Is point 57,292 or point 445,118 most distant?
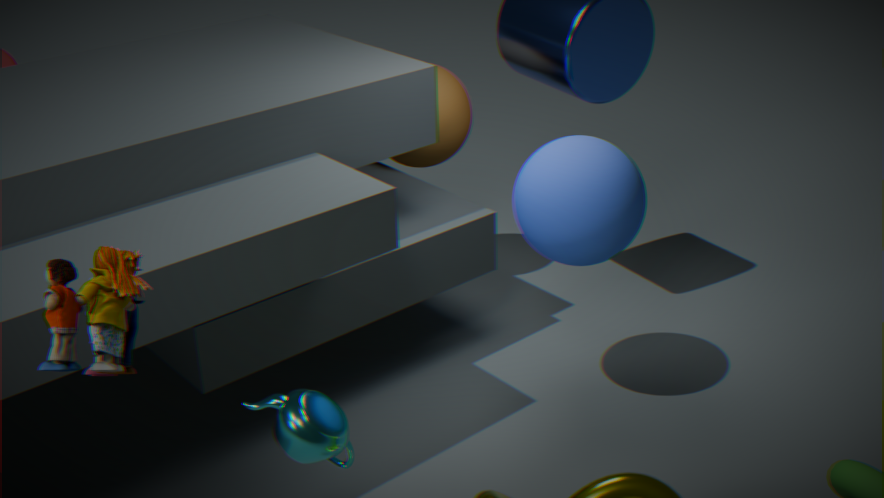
point 445,118
